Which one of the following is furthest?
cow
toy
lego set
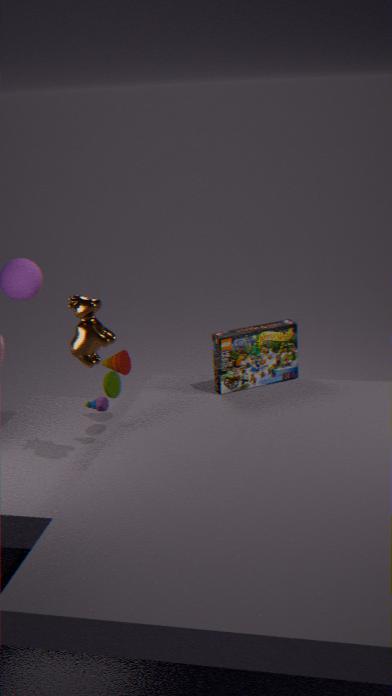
lego set
